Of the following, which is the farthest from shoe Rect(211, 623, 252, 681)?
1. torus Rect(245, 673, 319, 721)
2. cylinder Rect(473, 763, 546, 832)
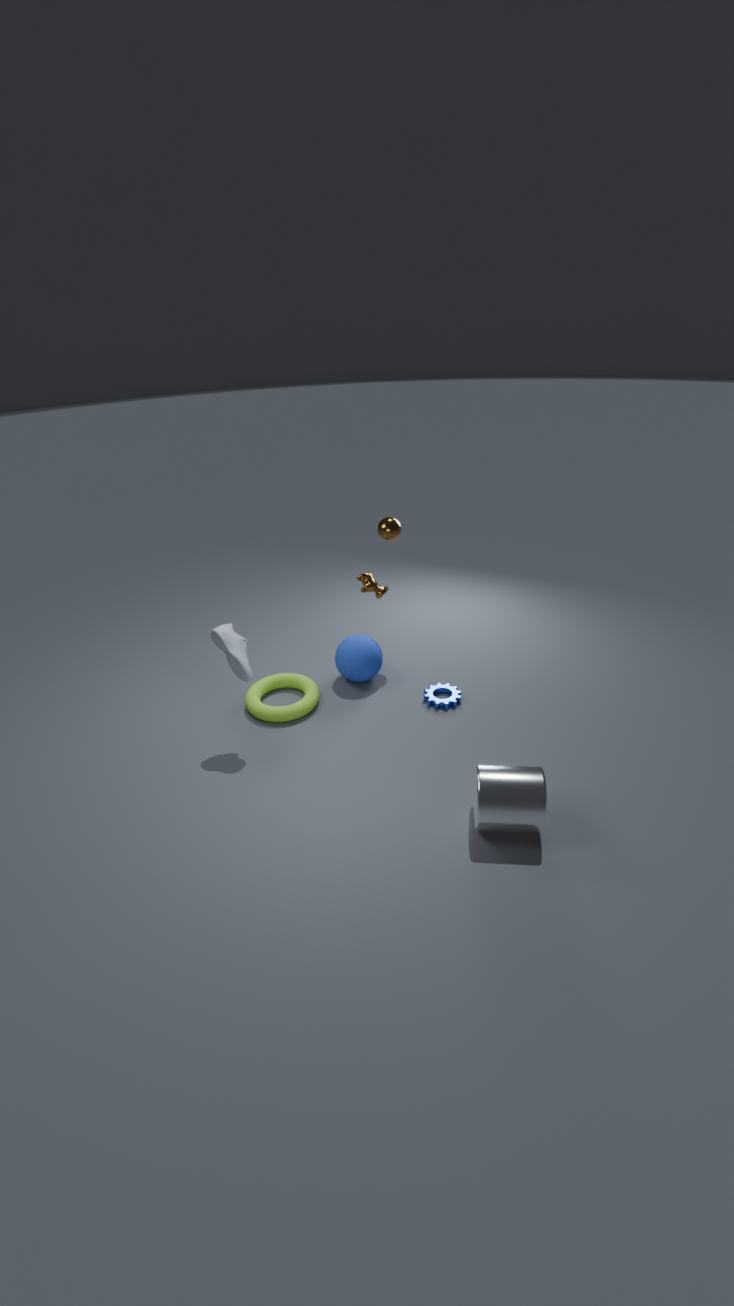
cylinder Rect(473, 763, 546, 832)
